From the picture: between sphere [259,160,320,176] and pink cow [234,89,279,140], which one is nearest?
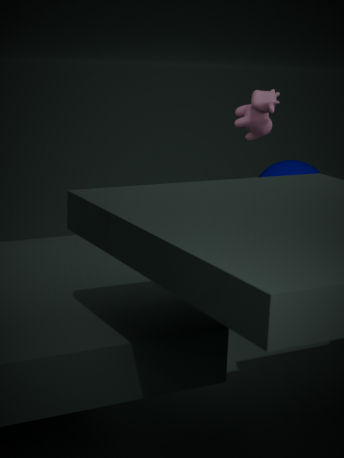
pink cow [234,89,279,140]
